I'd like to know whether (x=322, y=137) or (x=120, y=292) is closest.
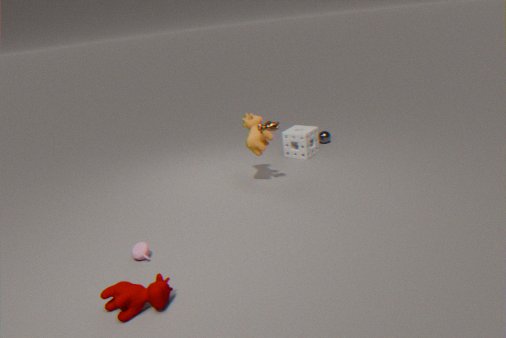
(x=120, y=292)
